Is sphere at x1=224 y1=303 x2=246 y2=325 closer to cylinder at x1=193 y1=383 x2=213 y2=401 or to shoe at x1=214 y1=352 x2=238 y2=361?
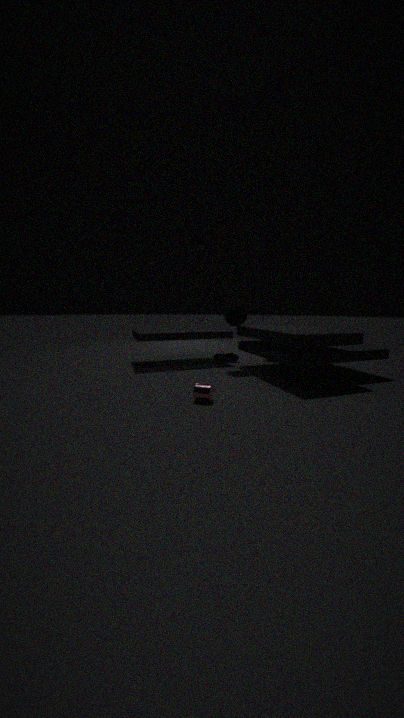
shoe at x1=214 y1=352 x2=238 y2=361
